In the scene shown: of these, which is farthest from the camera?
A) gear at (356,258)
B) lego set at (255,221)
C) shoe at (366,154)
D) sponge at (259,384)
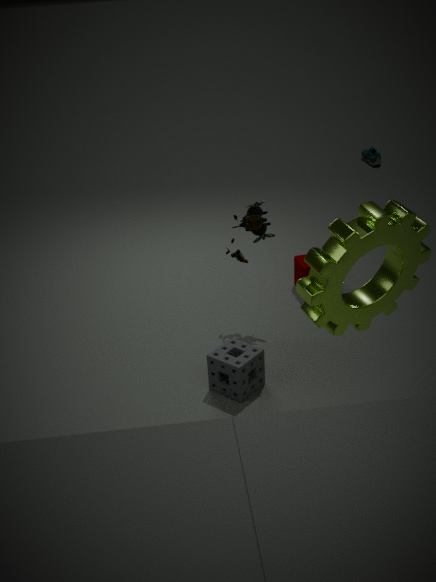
shoe at (366,154)
